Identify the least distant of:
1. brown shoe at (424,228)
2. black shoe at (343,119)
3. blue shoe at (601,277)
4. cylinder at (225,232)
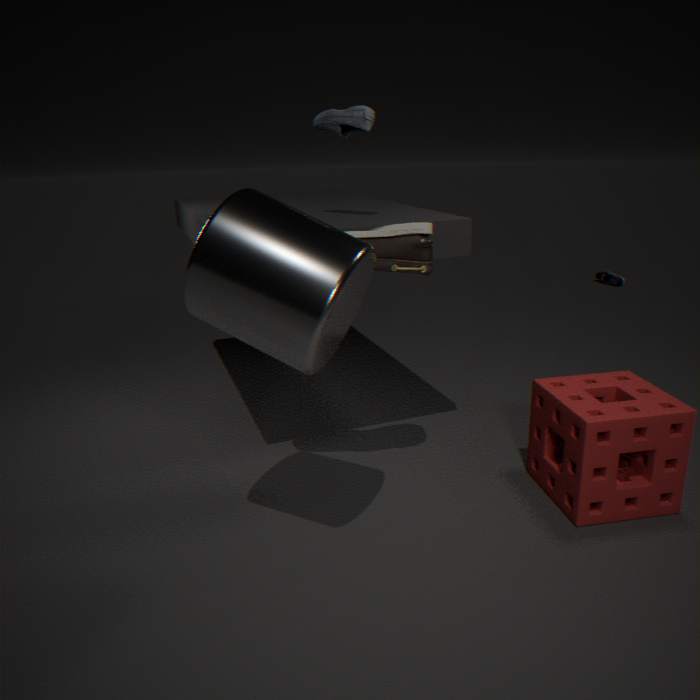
cylinder at (225,232)
